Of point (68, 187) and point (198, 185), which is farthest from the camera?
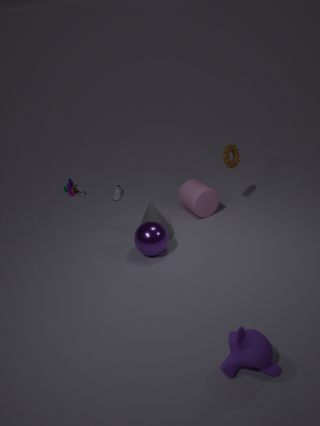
point (68, 187)
